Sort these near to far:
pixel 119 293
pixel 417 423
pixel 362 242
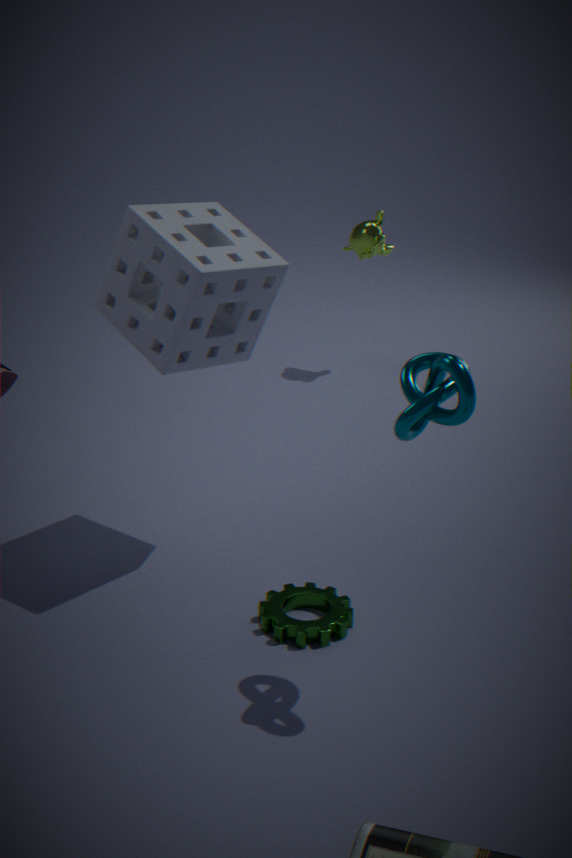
pixel 417 423
pixel 119 293
pixel 362 242
